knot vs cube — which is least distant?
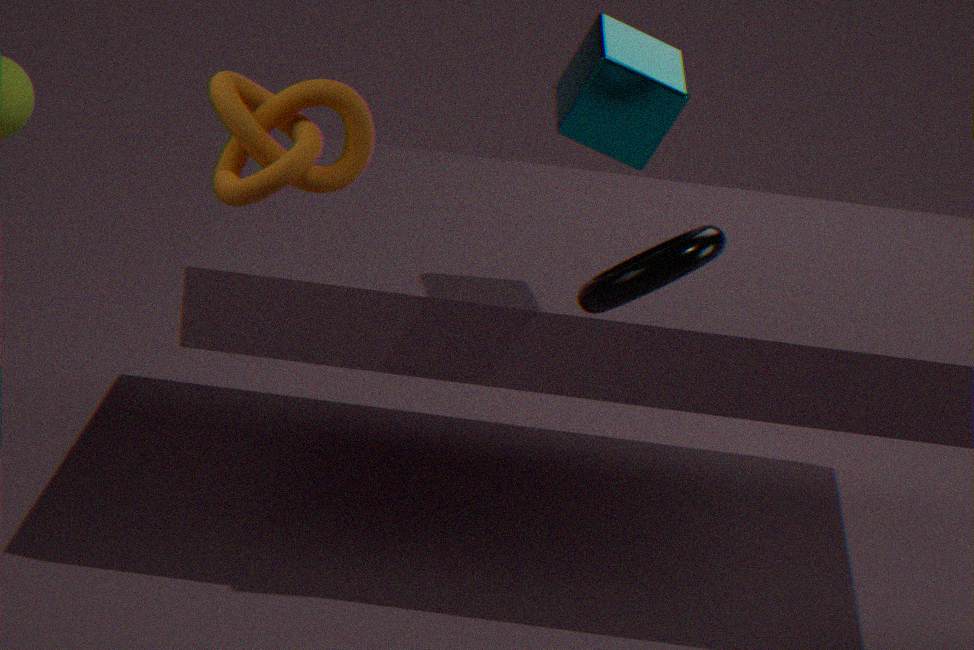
knot
